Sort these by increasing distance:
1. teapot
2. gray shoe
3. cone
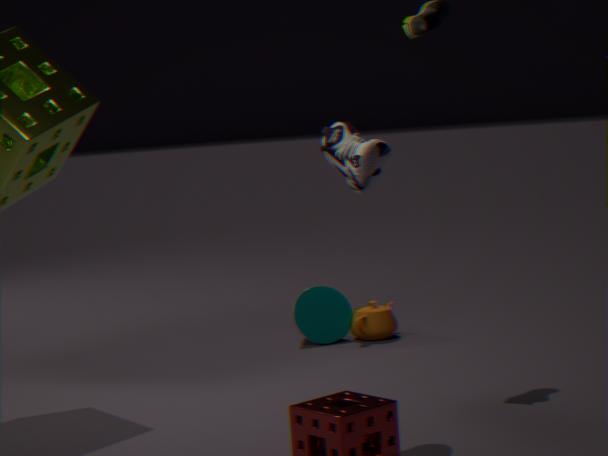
gray shoe, teapot, cone
